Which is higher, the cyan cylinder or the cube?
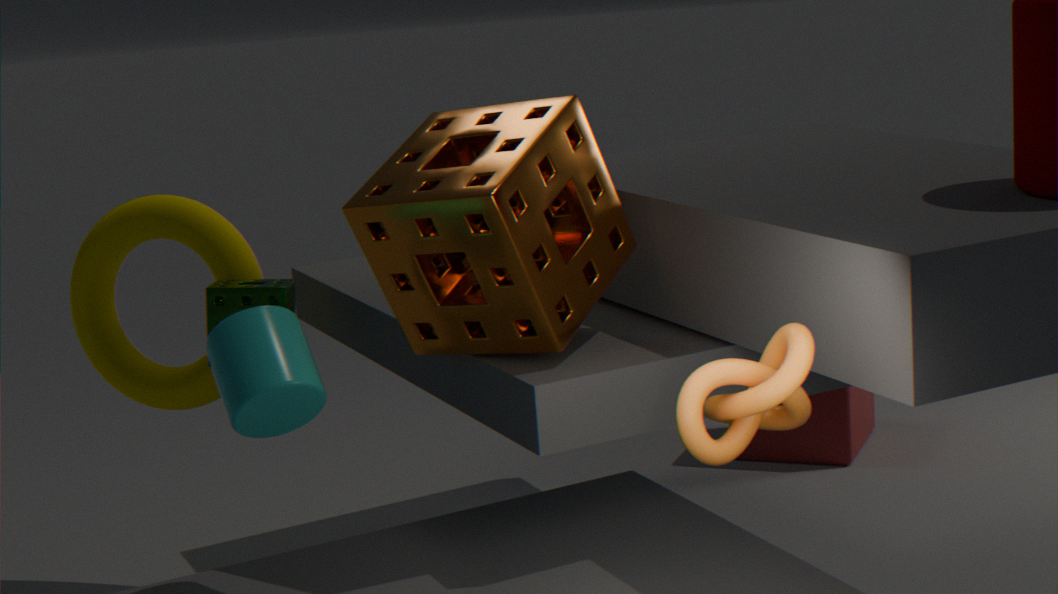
the cyan cylinder
